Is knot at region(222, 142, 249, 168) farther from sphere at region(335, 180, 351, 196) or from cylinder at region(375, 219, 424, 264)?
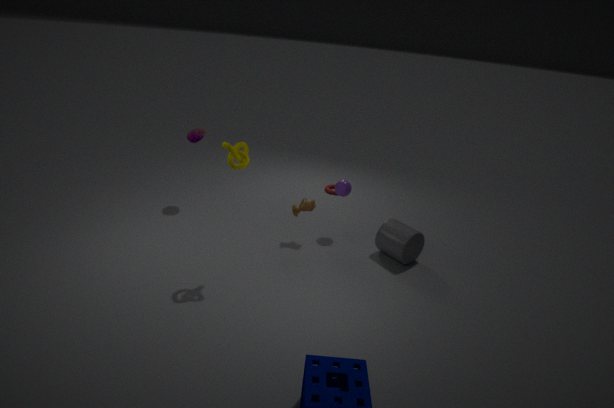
cylinder at region(375, 219, 424, 264)
